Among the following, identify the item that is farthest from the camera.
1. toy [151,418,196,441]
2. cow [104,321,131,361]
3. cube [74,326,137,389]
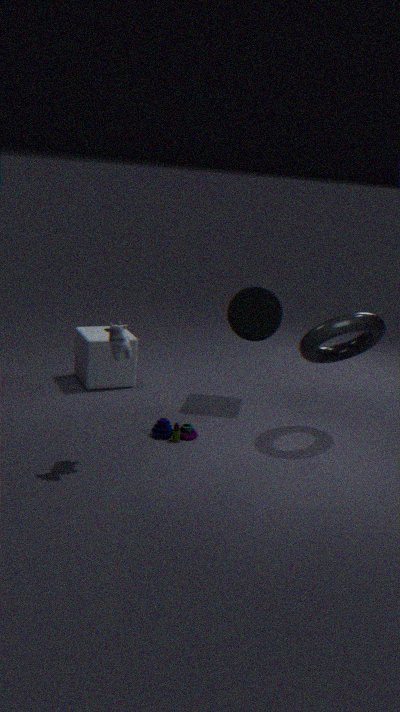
cube [74,326,137,389]
